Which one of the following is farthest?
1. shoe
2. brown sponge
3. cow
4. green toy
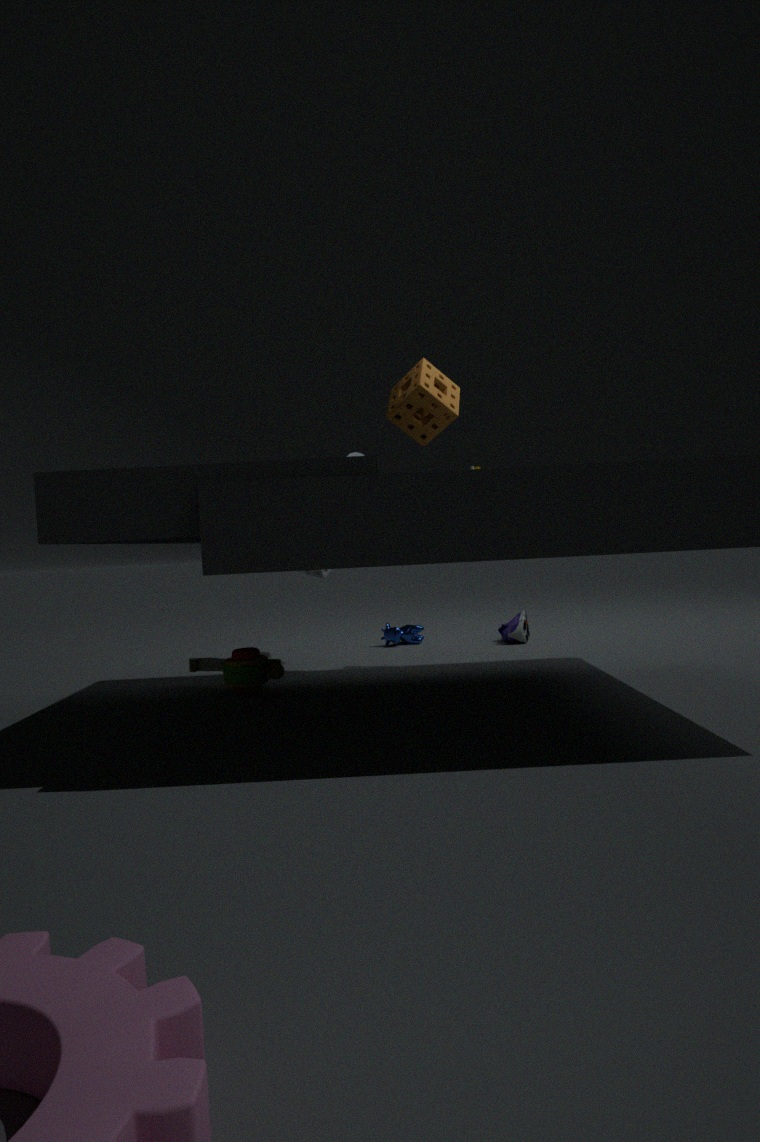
cow
